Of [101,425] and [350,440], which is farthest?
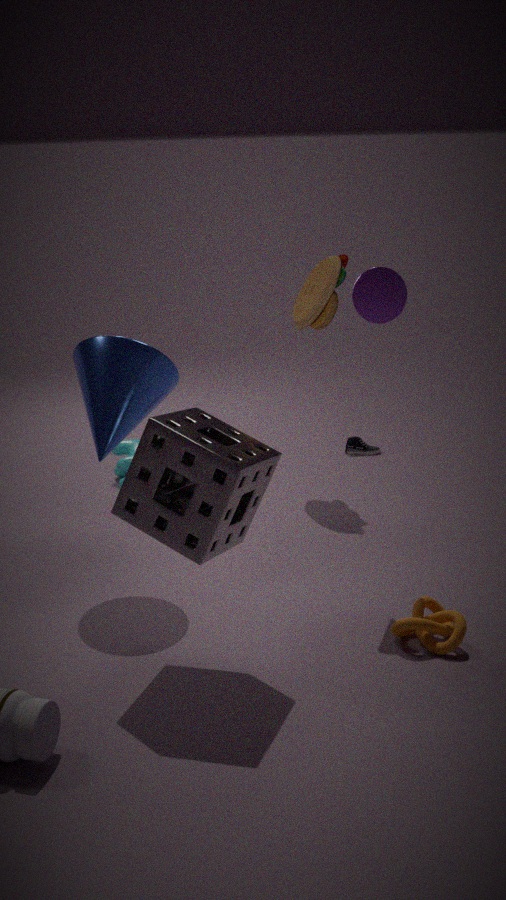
[350,440]
